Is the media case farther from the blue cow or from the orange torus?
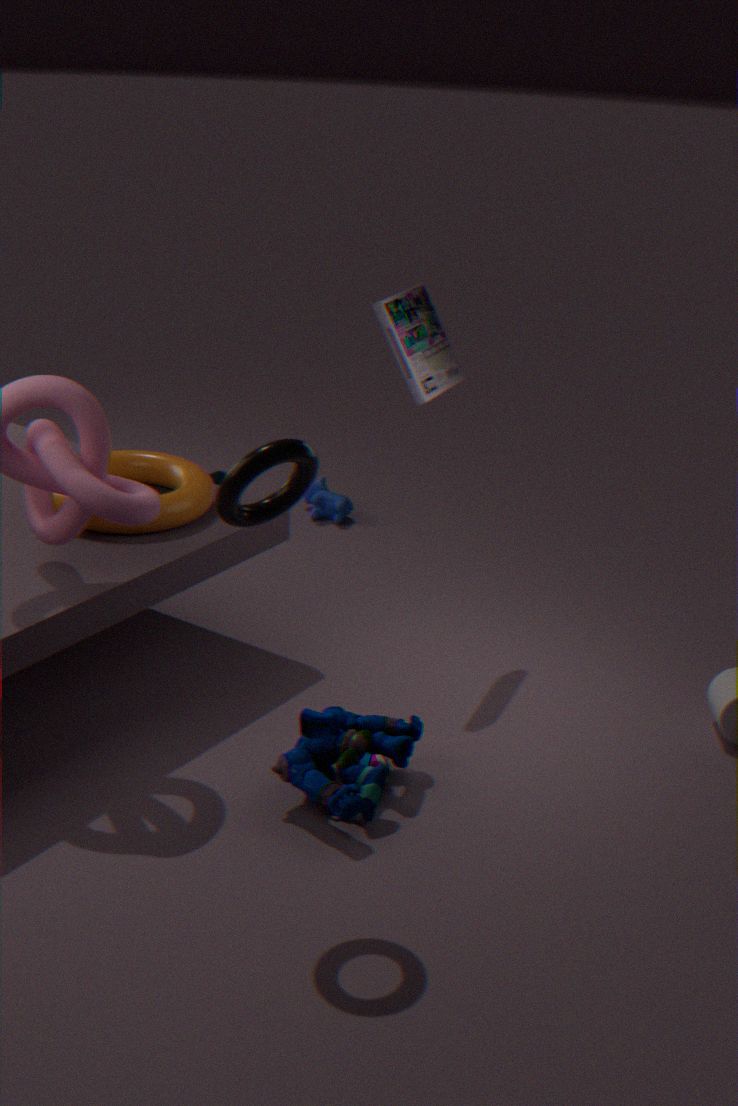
the blue cow
